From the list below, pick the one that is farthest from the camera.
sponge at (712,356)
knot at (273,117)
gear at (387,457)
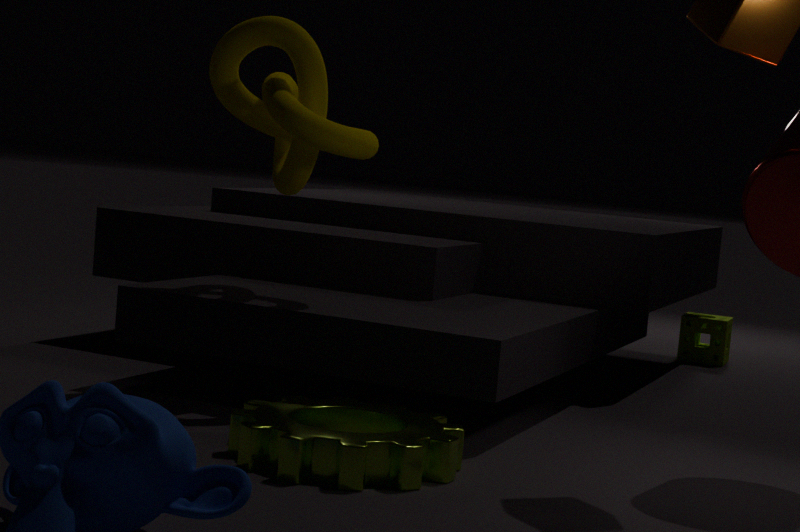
sponge at (712,356)
